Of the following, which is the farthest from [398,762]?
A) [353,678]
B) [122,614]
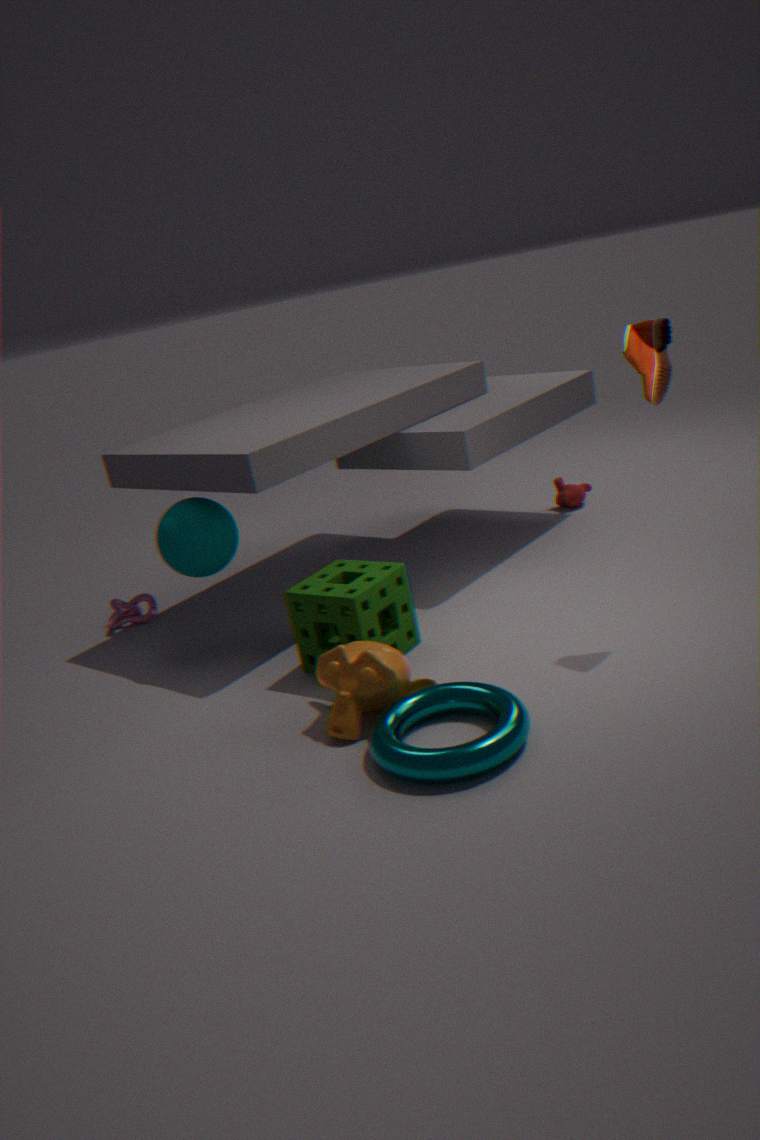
[122,614]
